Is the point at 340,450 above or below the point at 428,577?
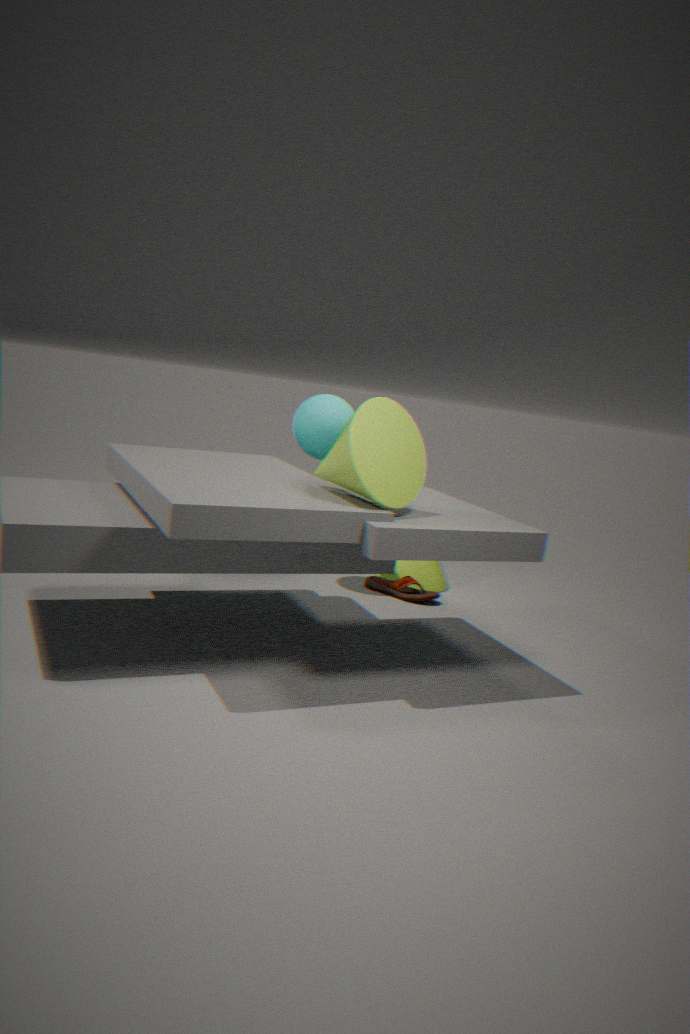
above
